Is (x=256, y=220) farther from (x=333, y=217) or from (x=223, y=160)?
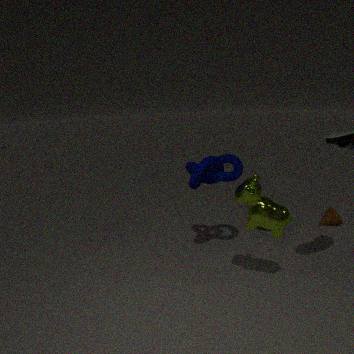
(x=333, y=217)
